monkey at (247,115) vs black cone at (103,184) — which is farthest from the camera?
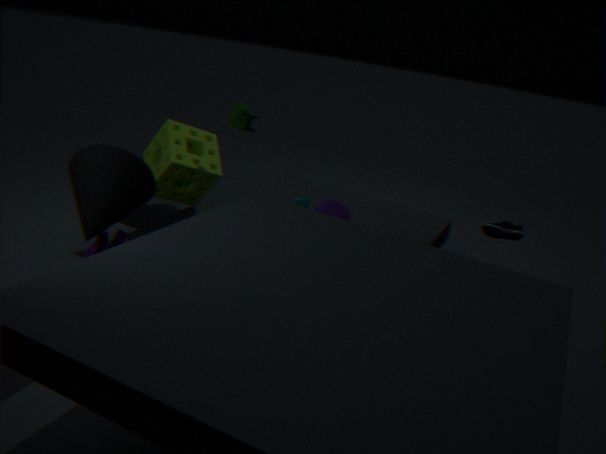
monkey at (247,115)
